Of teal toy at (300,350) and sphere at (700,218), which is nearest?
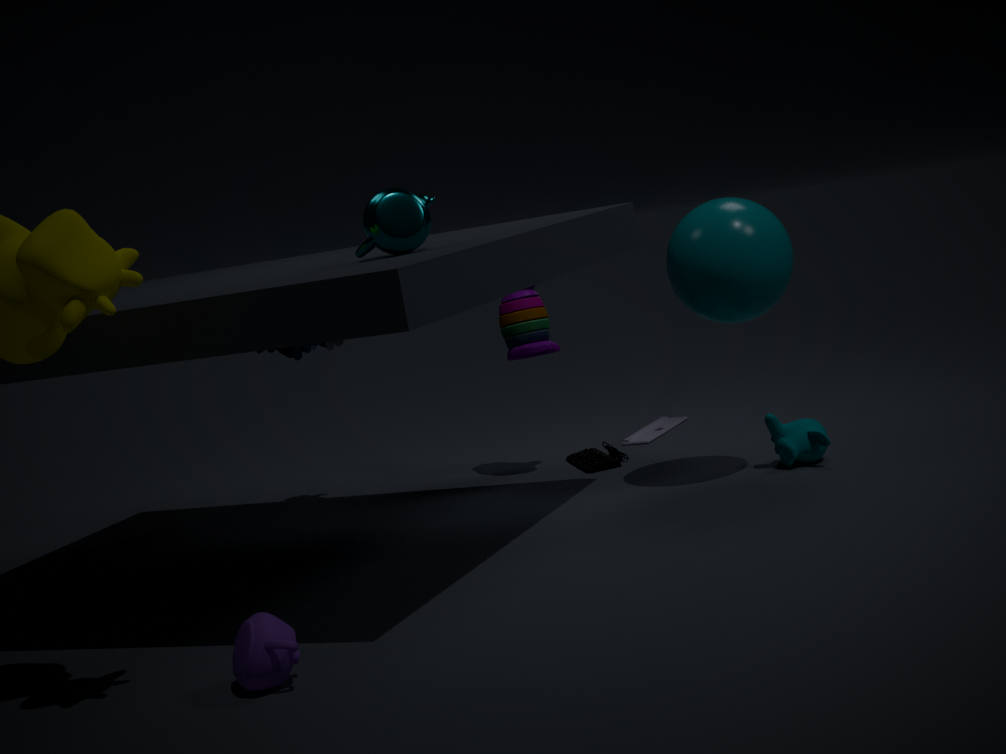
sphere at (700,218)
